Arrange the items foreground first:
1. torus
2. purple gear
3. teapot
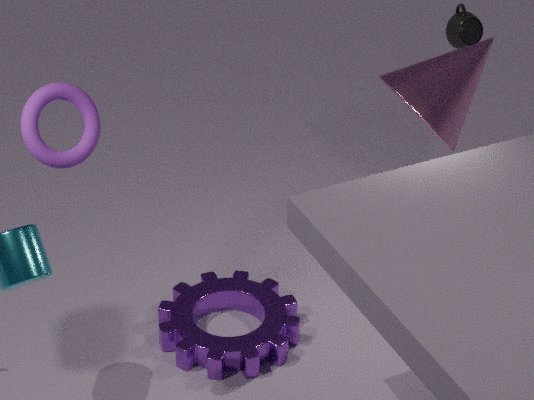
torus, purple gear, teapot
